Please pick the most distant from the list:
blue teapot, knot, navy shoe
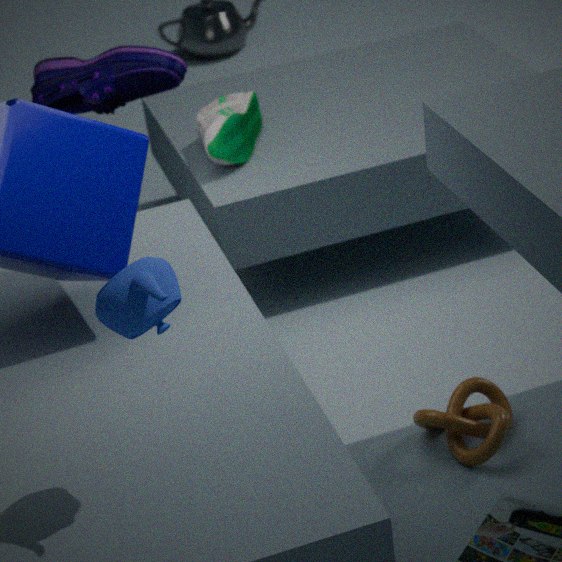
navy shoe
